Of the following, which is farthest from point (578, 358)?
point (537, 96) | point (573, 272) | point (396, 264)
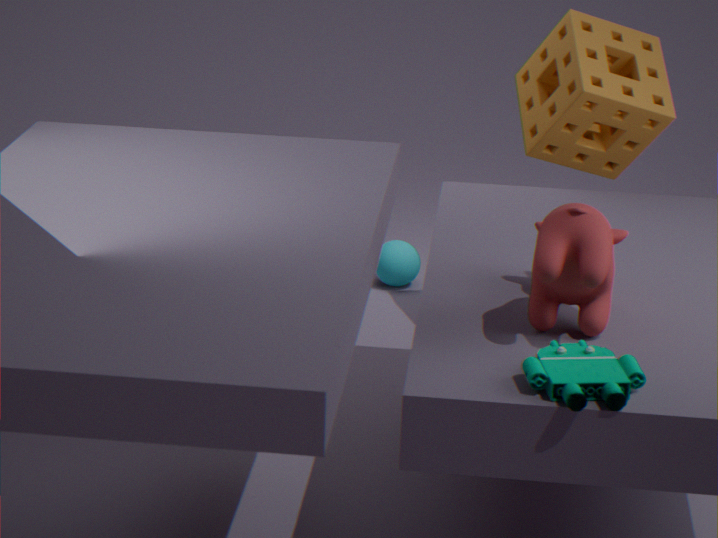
point (396, 264)
